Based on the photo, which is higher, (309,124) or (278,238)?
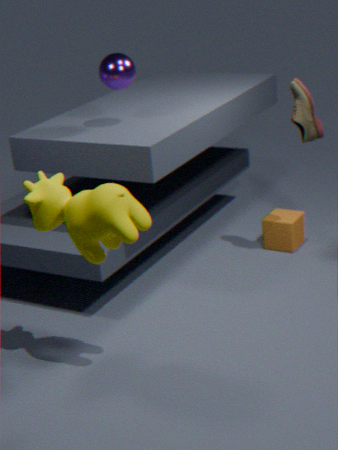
(309,124)
